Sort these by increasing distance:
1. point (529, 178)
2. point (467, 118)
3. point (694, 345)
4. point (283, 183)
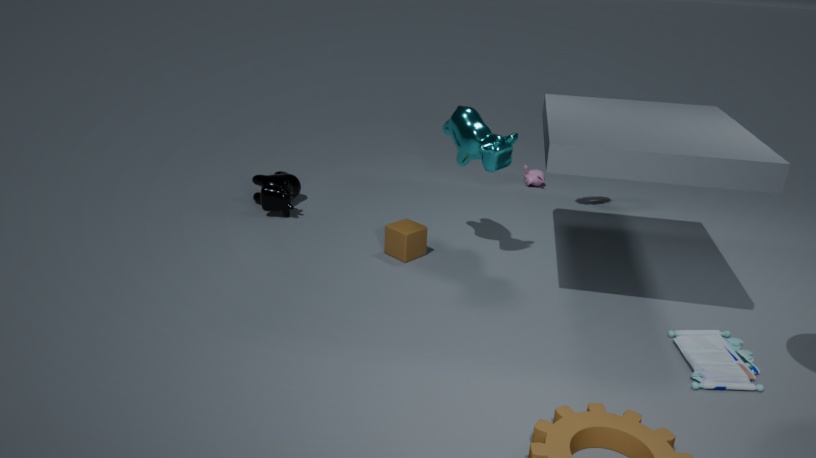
point (694, 345)
point (467, 118)
point (283, 183)
point (529, 178)
